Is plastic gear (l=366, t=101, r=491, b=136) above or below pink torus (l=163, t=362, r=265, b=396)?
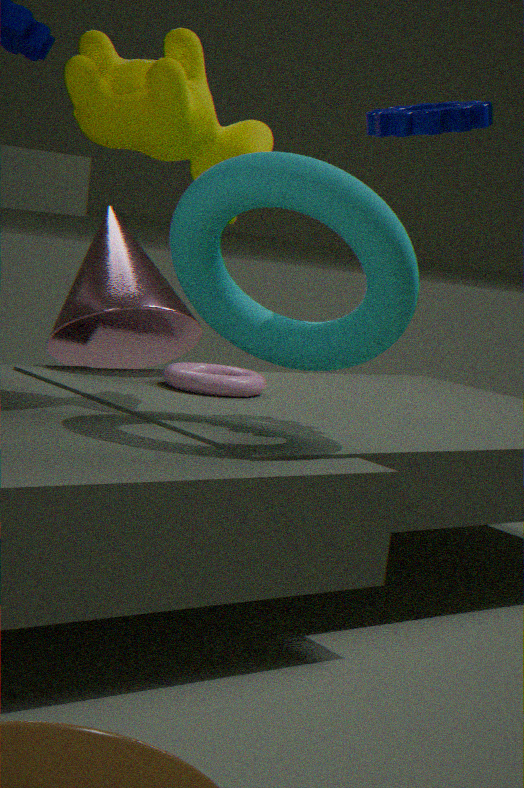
above
